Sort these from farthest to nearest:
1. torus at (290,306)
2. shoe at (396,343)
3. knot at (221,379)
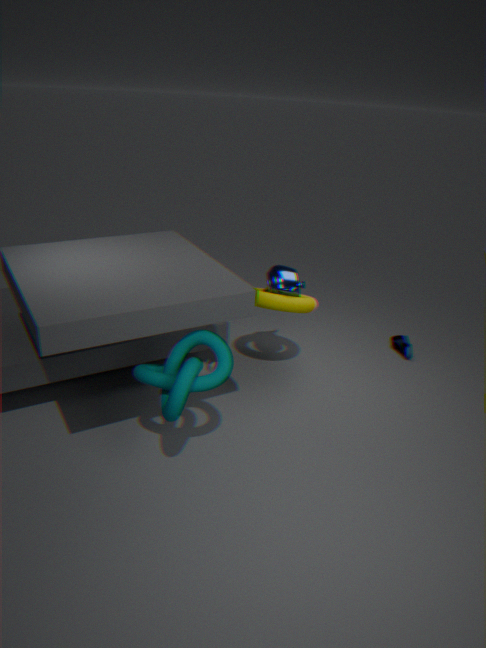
shoe at (396,343)
torus at (290,306)
knot at (221,379)
